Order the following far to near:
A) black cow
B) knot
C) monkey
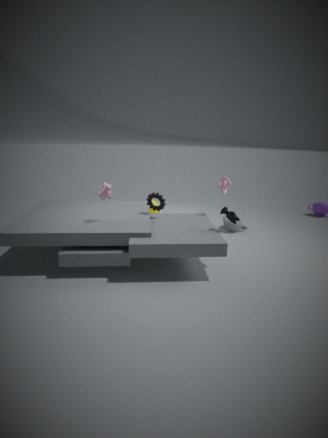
C. monkey → B. knot → A. black cow
